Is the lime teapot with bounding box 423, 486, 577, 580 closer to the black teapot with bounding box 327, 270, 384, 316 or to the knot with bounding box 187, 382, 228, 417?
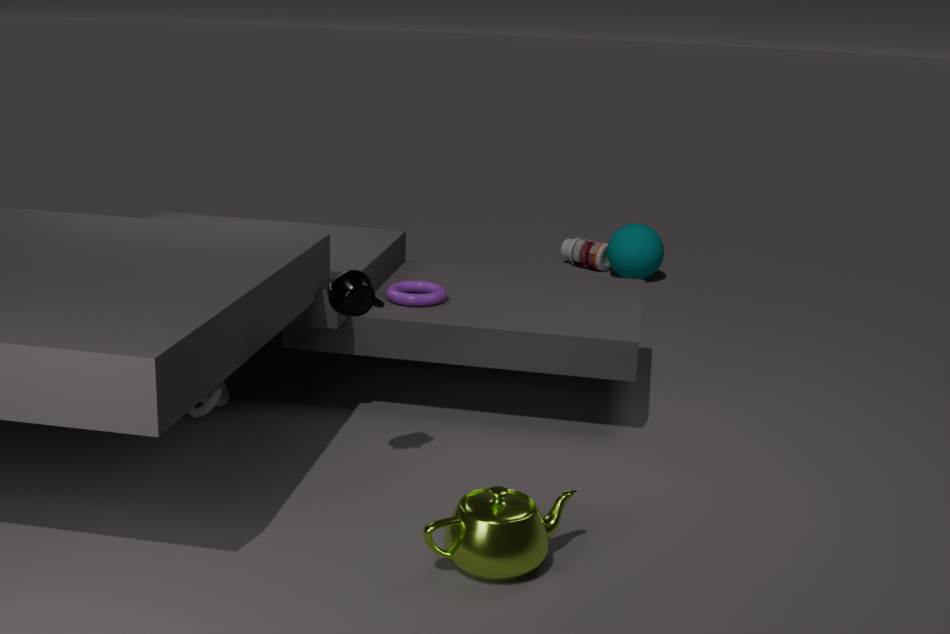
the black teapot with bounding box 327, 270, 384, 316
